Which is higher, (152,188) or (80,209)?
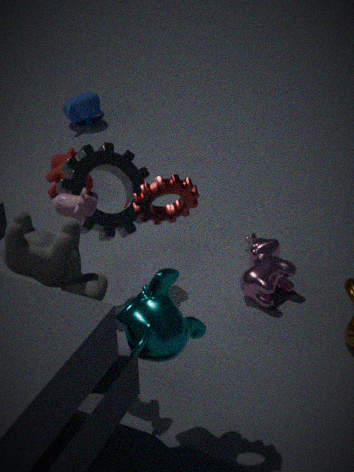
(152,188)
